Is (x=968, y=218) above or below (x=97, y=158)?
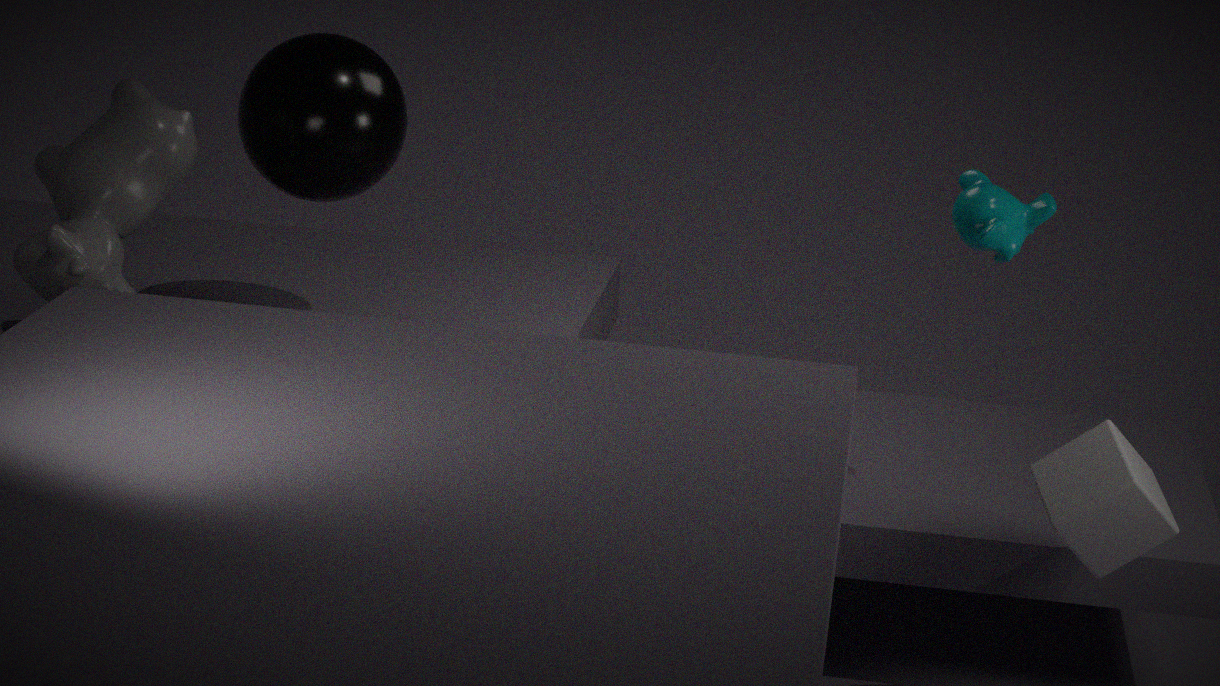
above
